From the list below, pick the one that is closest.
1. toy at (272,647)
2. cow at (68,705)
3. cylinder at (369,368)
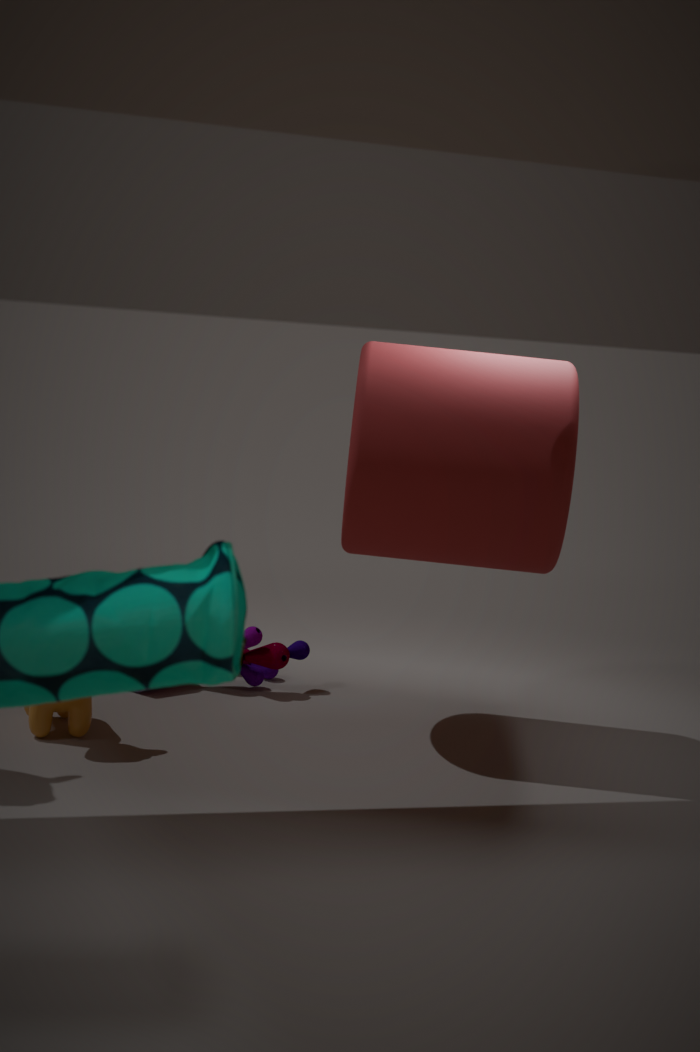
cylinder at (369,368)
